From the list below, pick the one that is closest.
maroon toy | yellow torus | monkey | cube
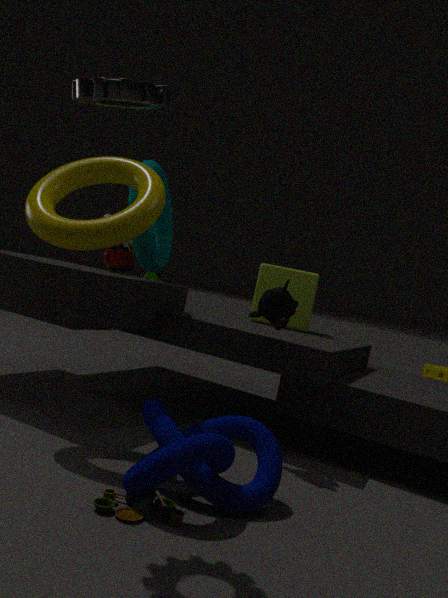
yellow torus
